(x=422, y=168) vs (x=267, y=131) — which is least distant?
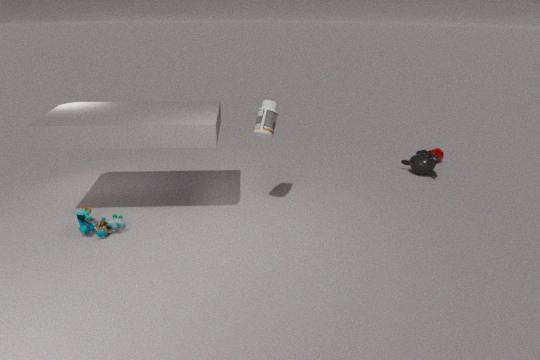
(x=267, y=131)
